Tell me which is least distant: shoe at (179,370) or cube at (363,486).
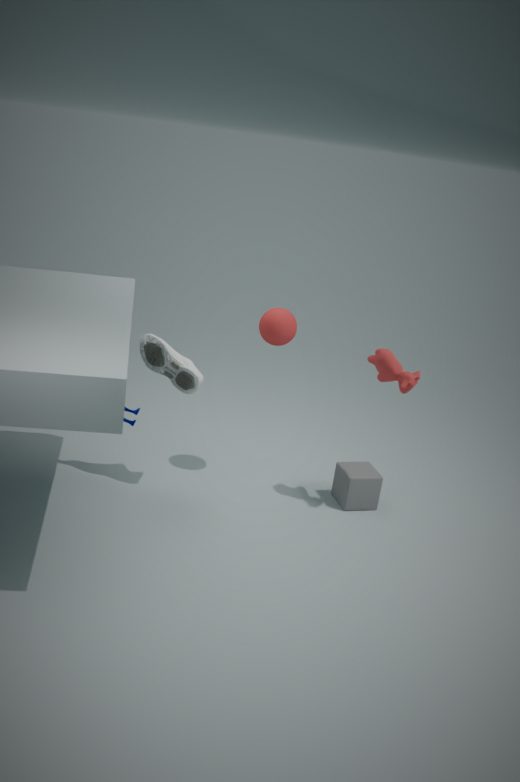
shoe at (179,370)
